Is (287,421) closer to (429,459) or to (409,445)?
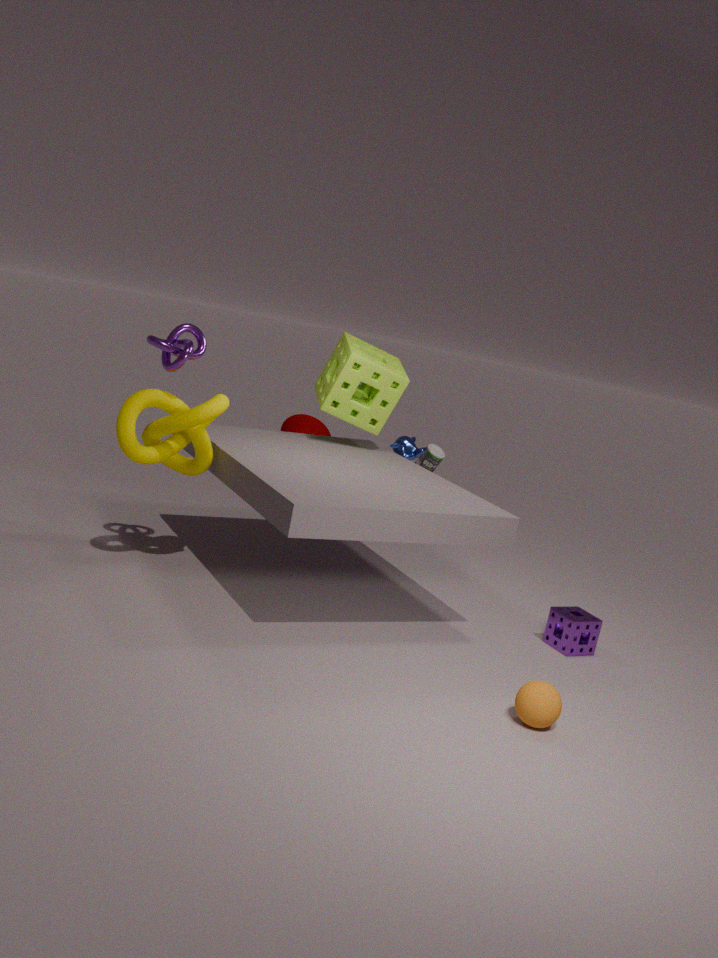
(429,459)
